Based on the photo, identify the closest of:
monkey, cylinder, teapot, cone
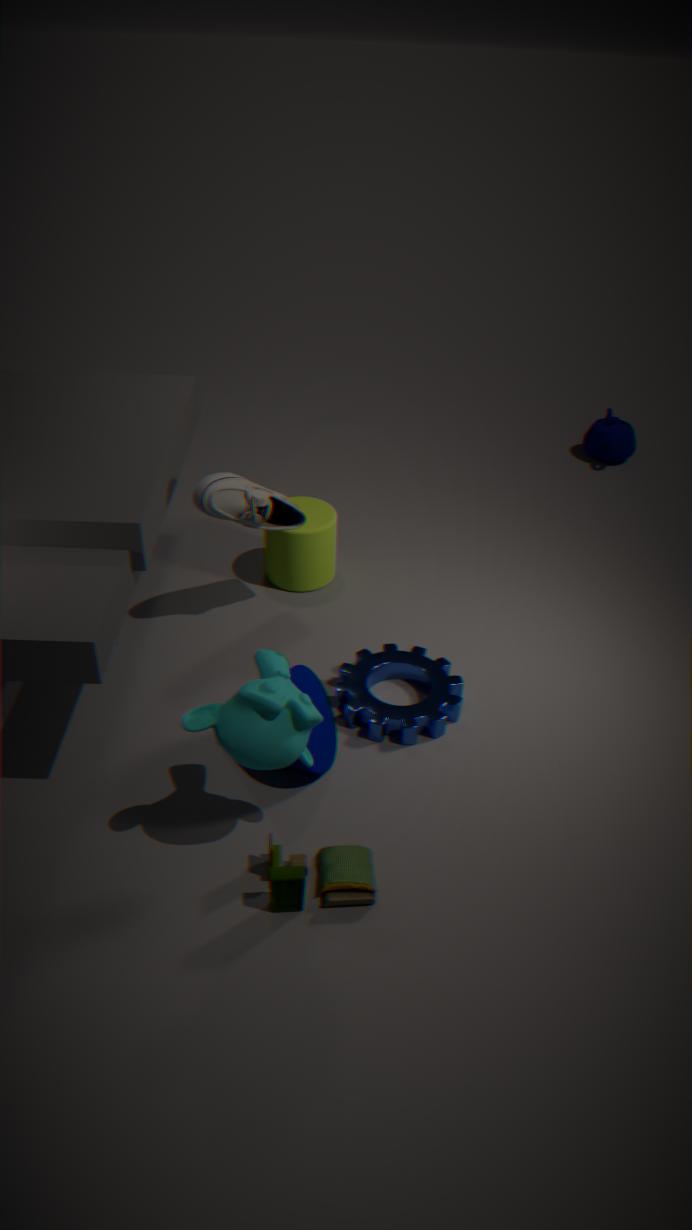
monkey
